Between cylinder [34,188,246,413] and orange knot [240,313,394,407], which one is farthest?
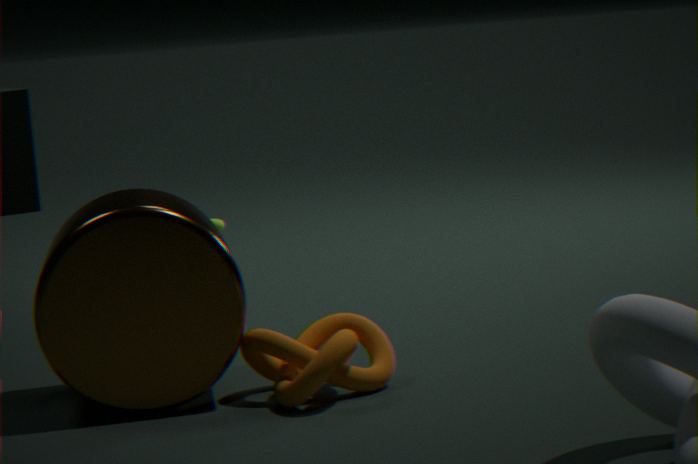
cylinder [34,188,246,413]
